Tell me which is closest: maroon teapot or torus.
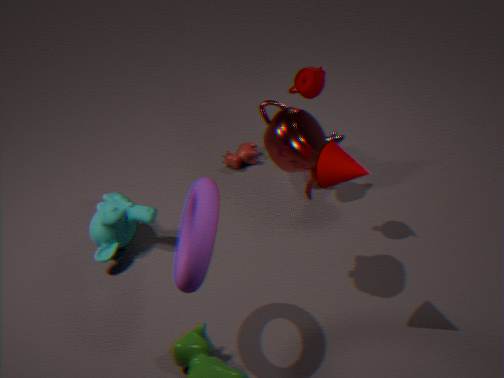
torus
